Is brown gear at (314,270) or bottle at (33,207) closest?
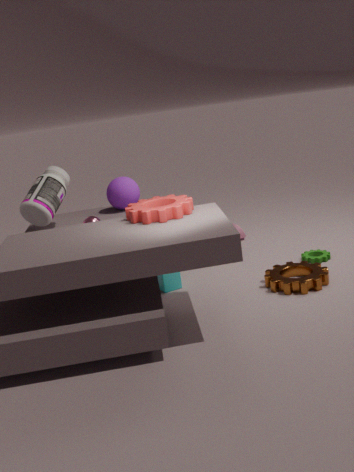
brown gear at (314,270)
